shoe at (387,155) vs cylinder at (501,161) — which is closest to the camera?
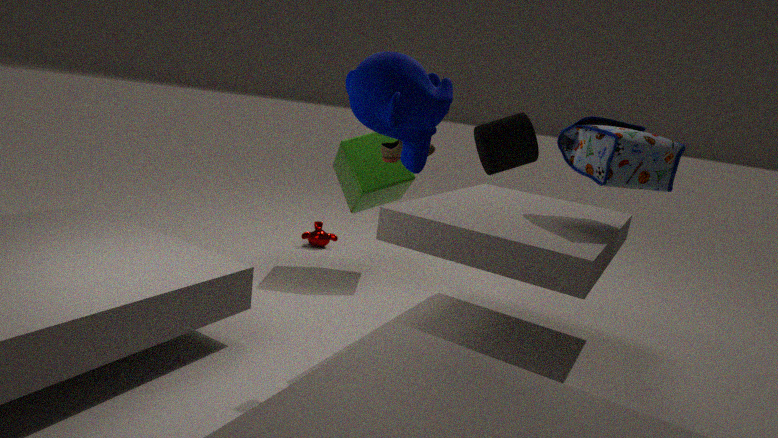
cylinder at (501,161)
